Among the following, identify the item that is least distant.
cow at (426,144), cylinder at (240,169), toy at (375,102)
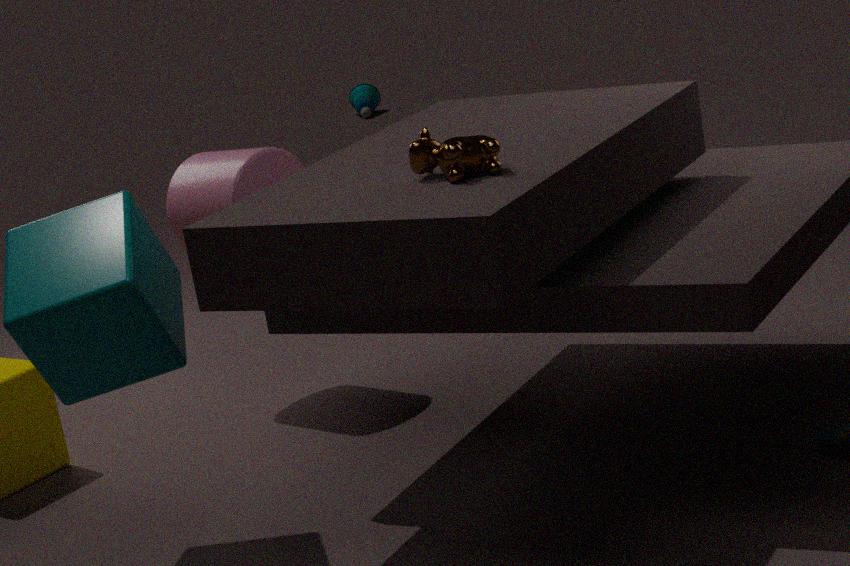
cow at (426,144)
